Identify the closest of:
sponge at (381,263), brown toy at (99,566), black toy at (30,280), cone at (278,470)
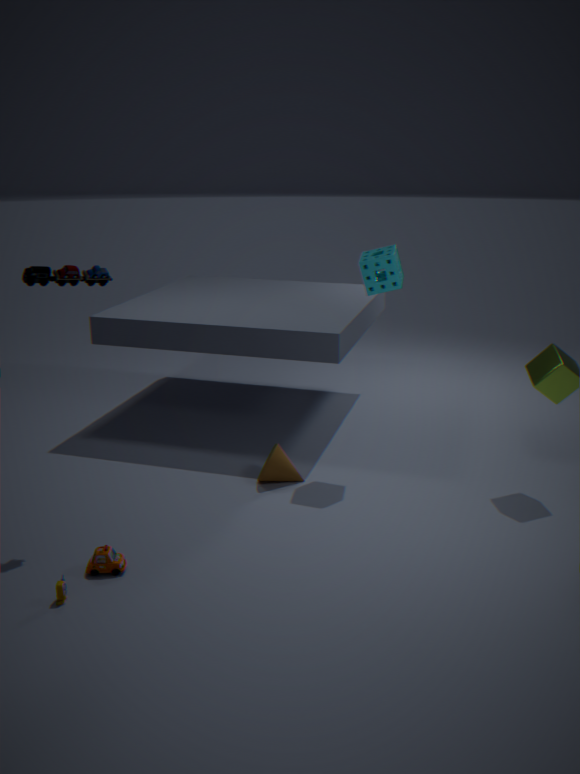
brown toy at (99,566)
